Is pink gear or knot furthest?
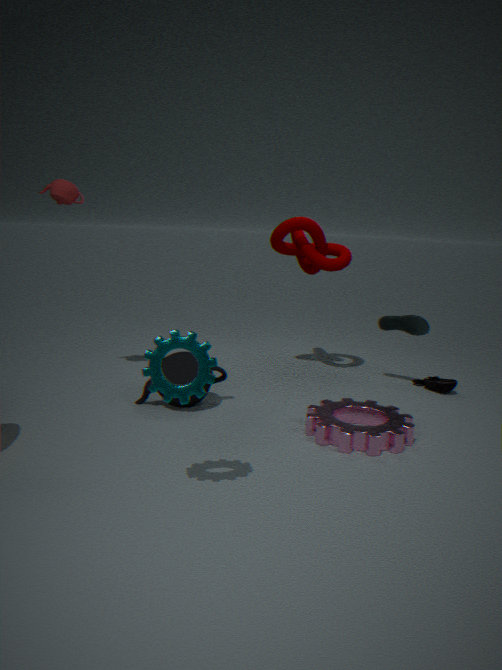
knot
